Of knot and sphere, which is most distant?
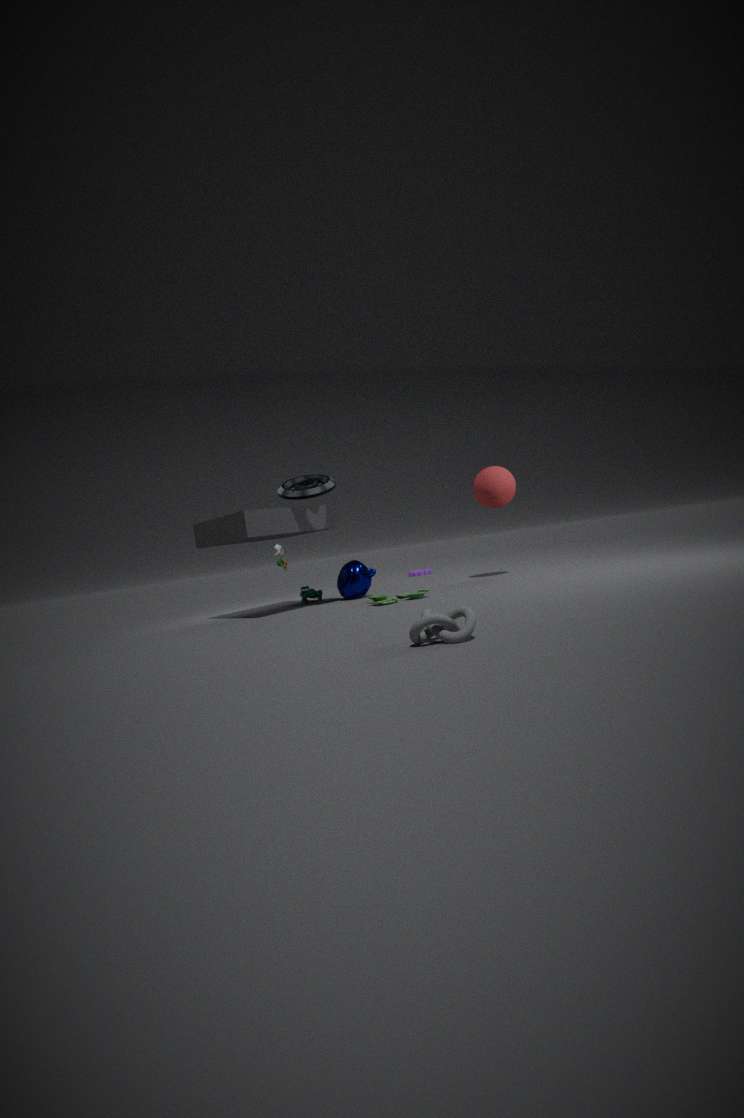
sphere
